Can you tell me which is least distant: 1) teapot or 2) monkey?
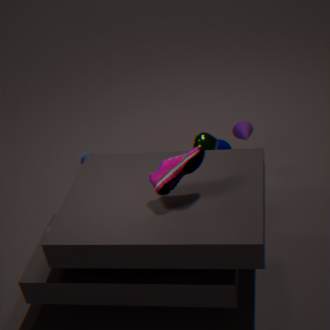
1. teapot
